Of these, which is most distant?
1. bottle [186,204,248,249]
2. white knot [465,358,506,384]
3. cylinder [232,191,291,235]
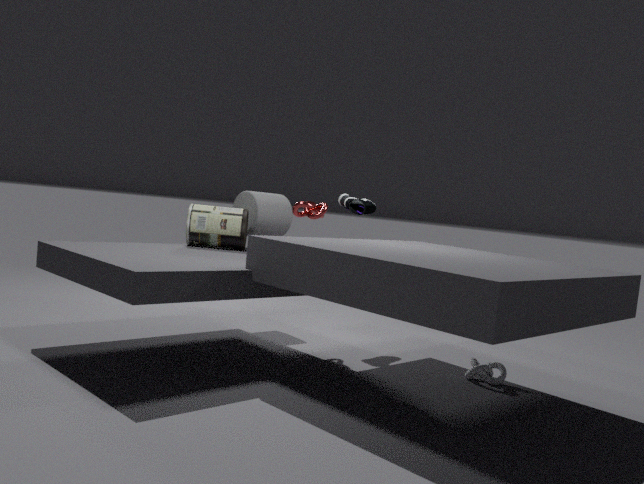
cylinder [232,191,291,235]
